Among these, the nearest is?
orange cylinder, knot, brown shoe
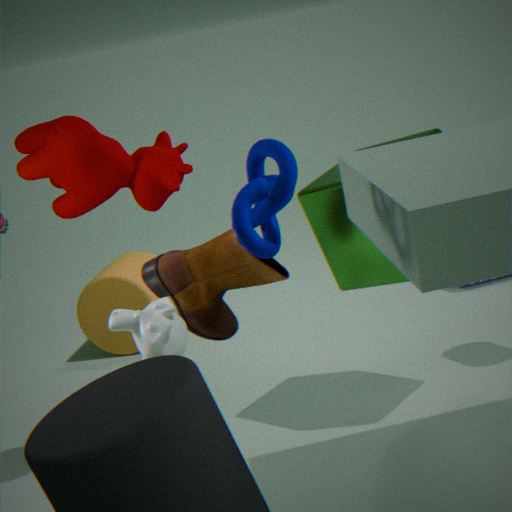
knot
